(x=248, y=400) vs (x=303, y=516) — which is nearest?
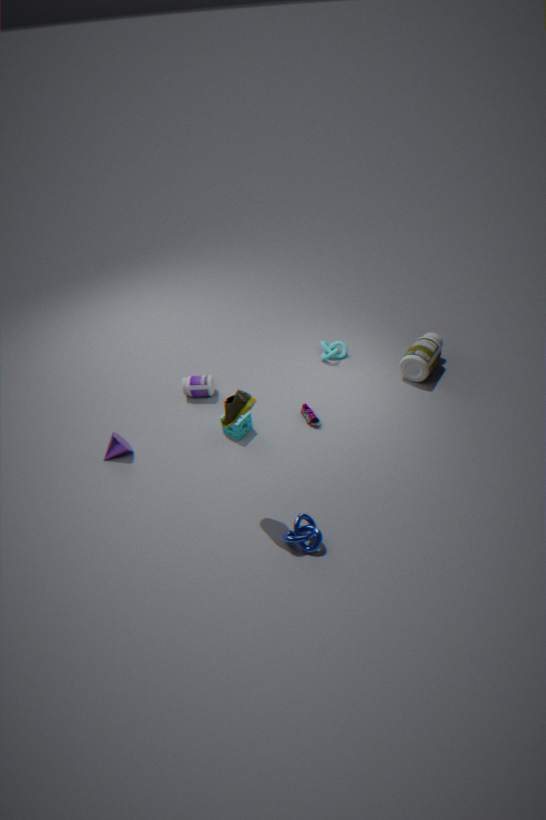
(x=248, y=400)
